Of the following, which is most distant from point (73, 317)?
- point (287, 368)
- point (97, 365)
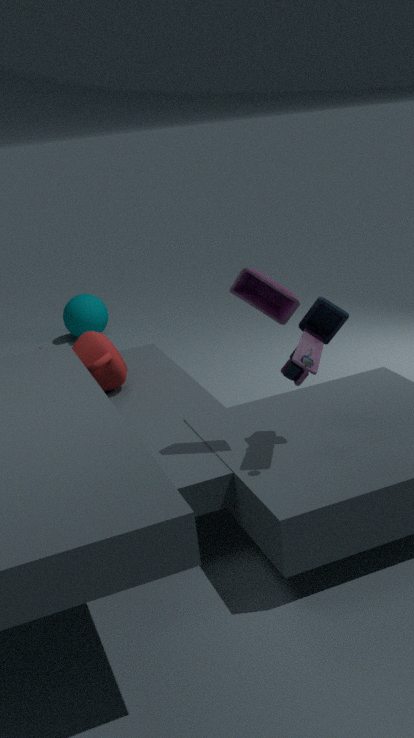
point (287, 368)
